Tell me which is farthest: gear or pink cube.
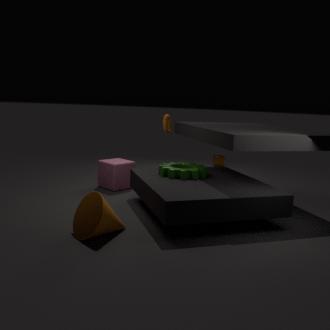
pink cube
